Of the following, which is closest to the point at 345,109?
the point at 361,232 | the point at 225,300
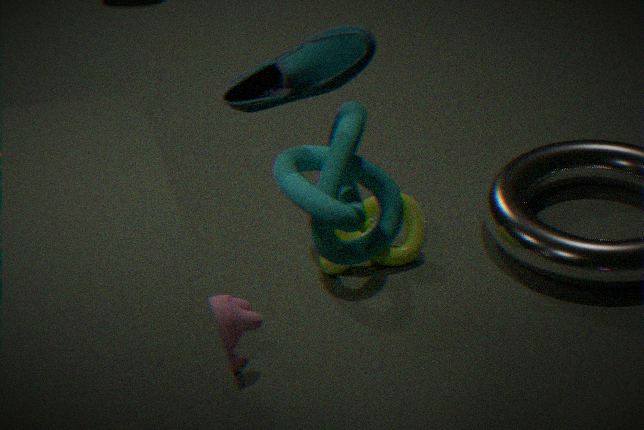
the point at 225,300
